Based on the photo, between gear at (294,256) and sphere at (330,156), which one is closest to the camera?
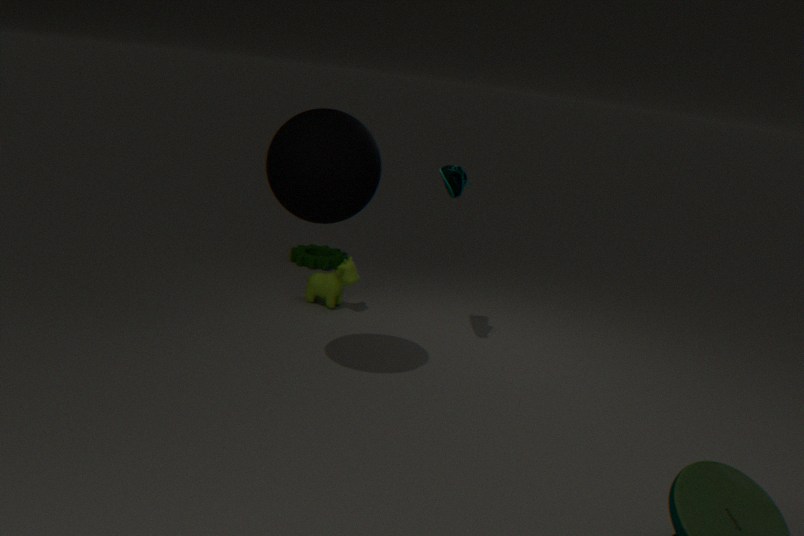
sphere at (330,156)
